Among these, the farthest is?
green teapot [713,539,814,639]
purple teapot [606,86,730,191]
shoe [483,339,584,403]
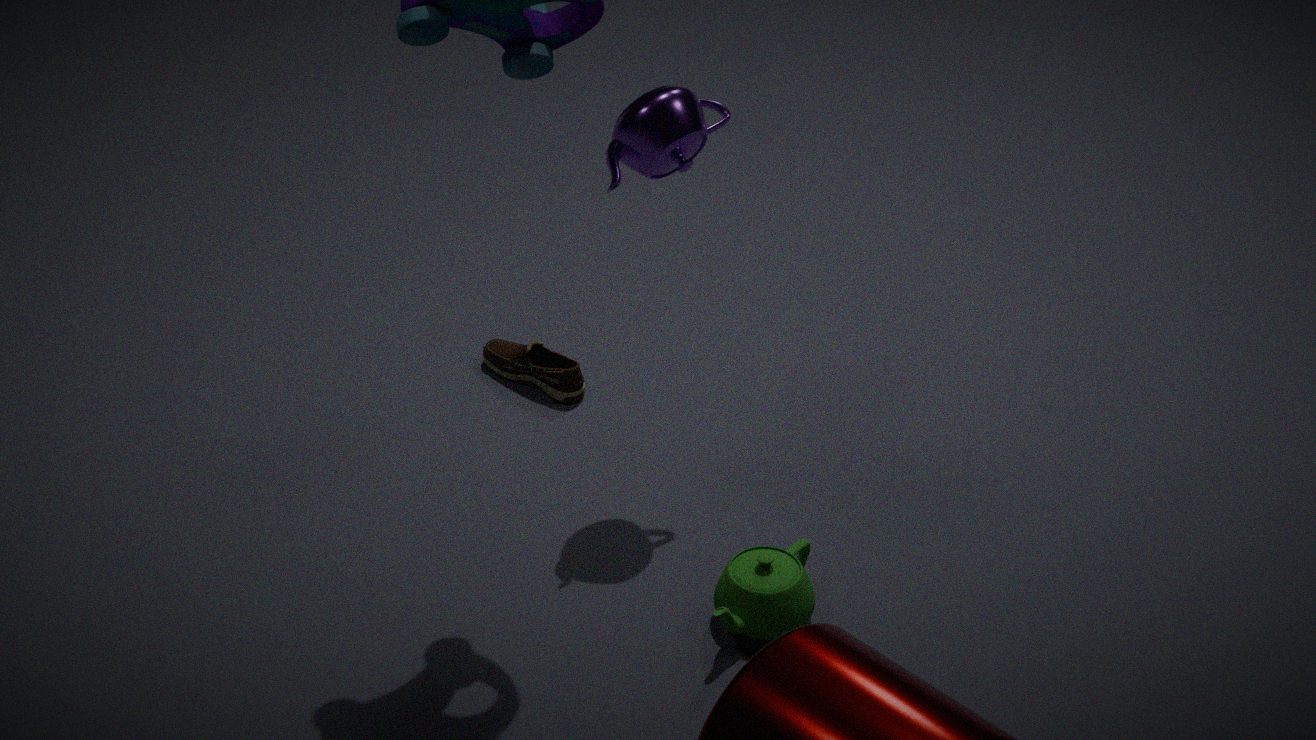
shoe [483,339,584,403]
